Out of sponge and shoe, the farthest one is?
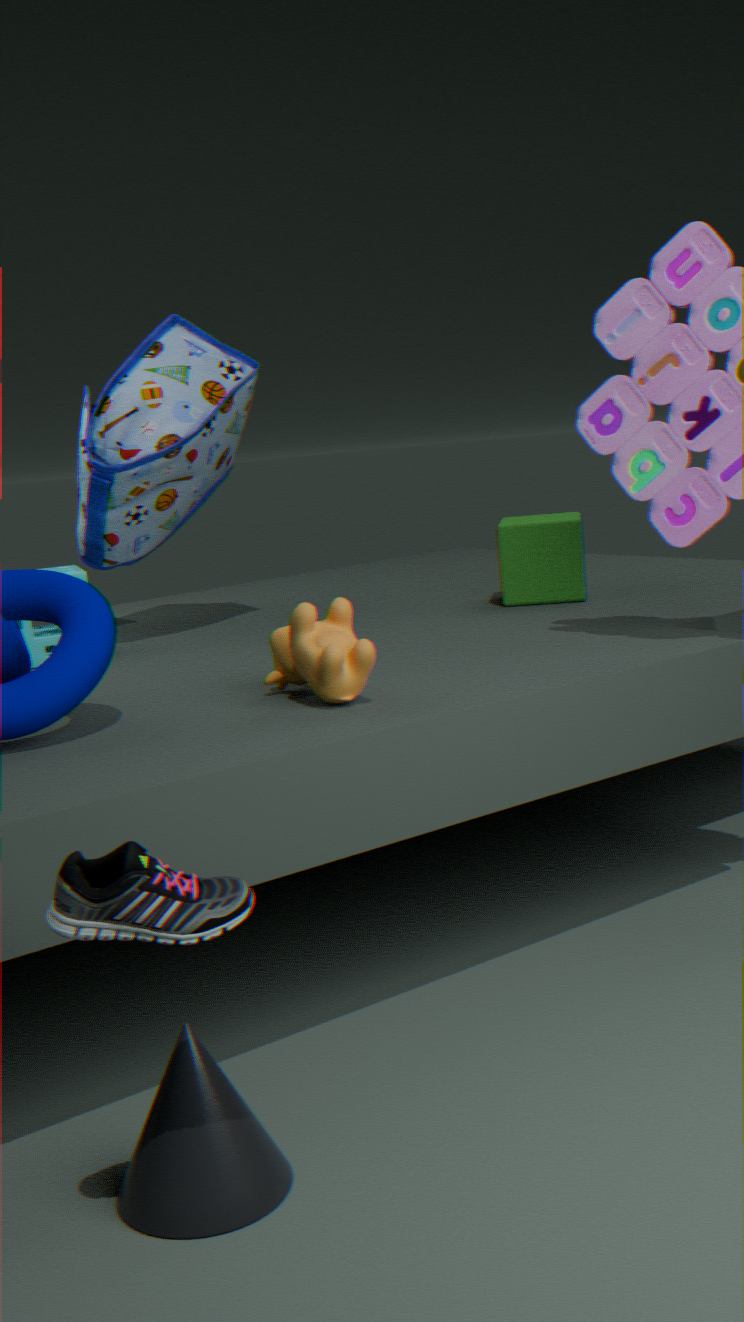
sponge
